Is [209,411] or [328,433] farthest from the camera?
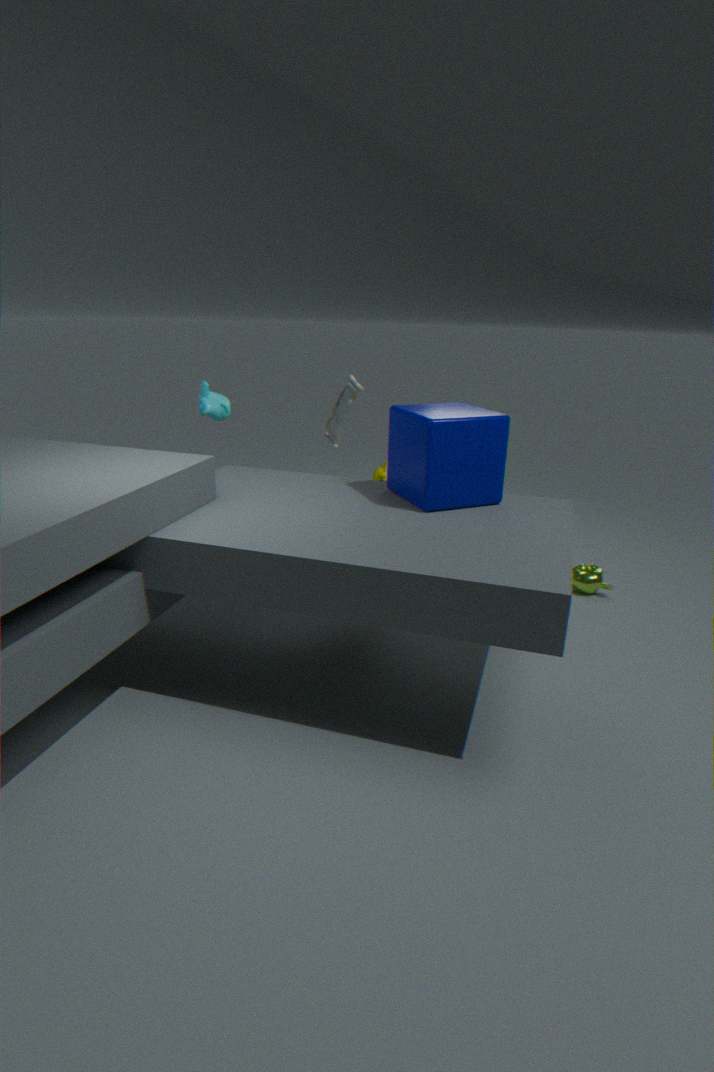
[328,433]
